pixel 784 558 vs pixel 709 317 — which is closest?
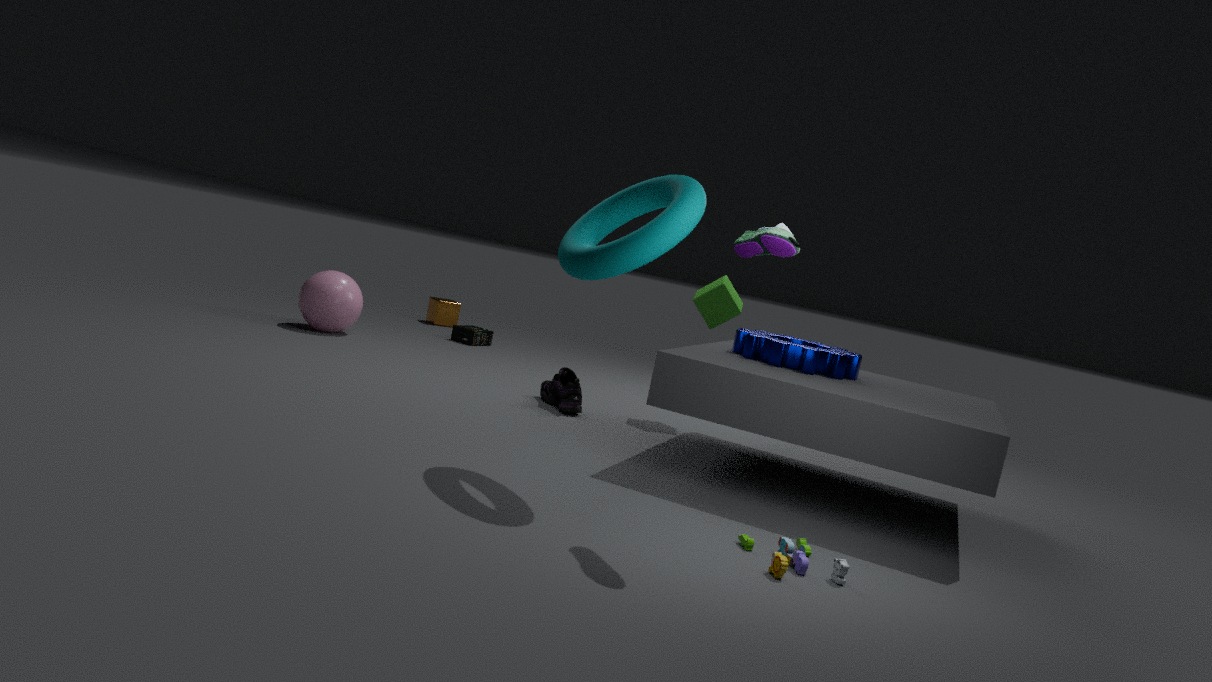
pixel 784 558
